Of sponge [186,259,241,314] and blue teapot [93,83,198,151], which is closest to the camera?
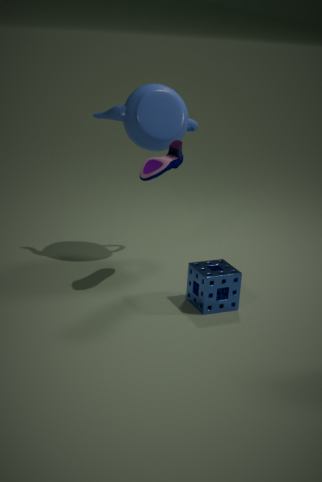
sponge [186,259,241,314]
